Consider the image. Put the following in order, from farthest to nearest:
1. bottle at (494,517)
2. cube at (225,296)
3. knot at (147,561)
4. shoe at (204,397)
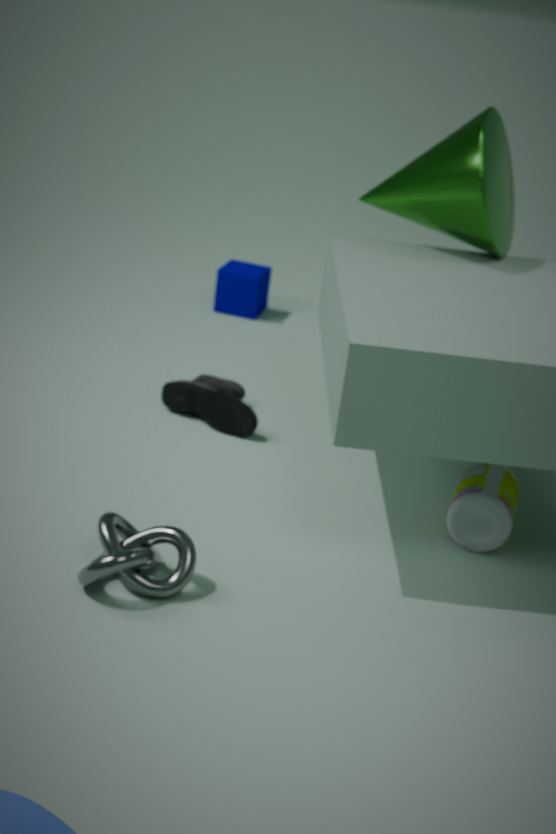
cube at (225,296) < shoe at (204,397) < bottle at (494,517) < knot at (147,561)
